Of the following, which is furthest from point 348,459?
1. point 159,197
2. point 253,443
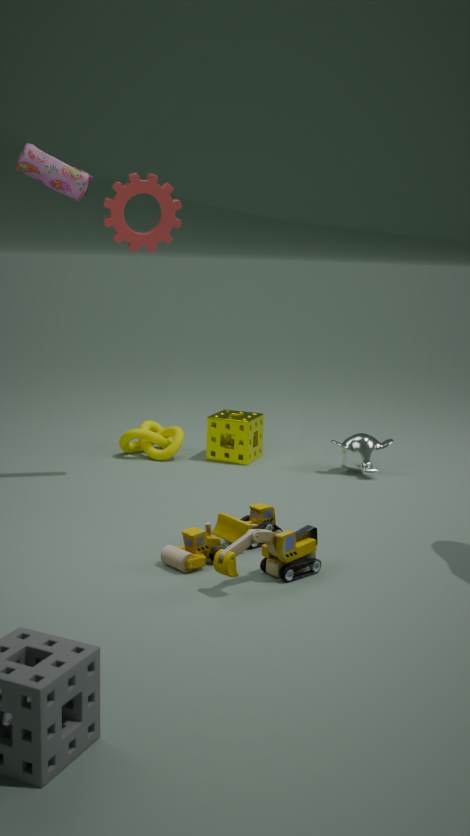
point 159,197
